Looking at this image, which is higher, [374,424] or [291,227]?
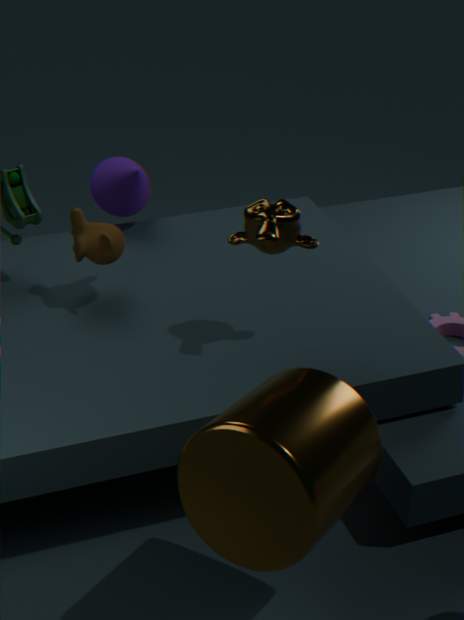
[291,227]
